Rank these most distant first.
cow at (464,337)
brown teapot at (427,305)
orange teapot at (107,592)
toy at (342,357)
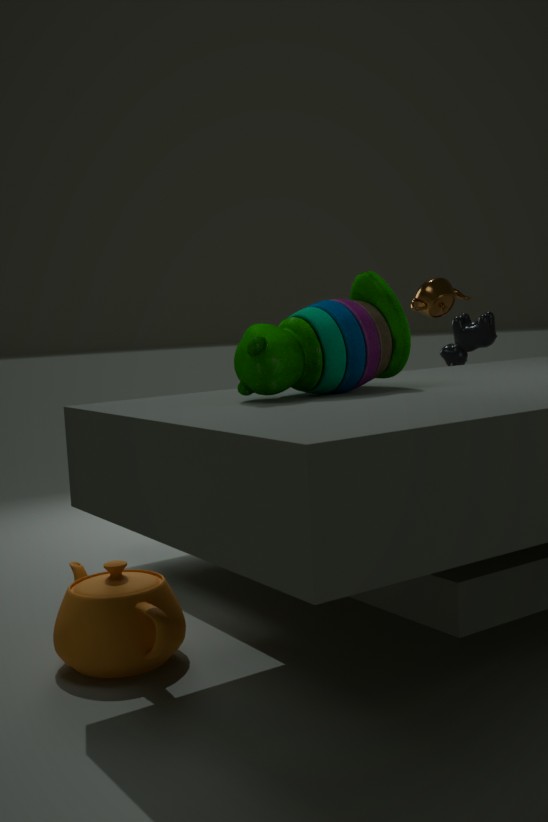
brown teapot at (427,305) < cow at (464,337) < orange teapot at (107,592) < toy at (342,357)
